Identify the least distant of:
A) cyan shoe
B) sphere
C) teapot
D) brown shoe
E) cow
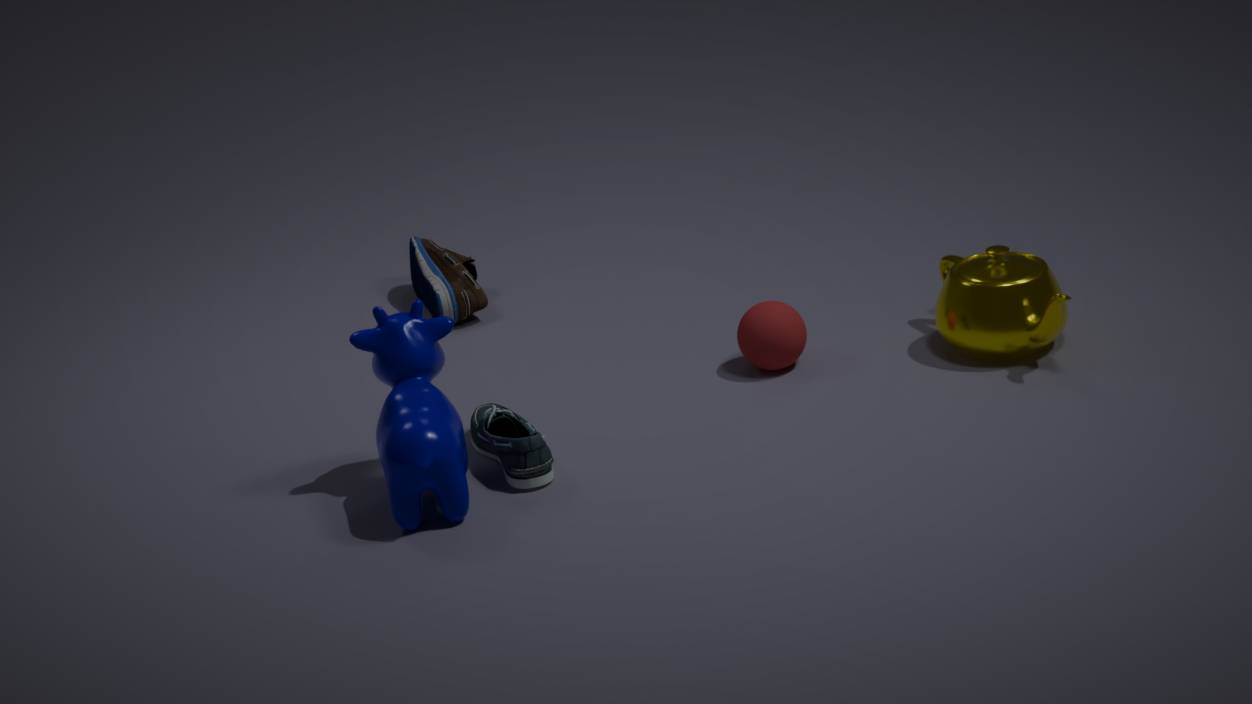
cow
